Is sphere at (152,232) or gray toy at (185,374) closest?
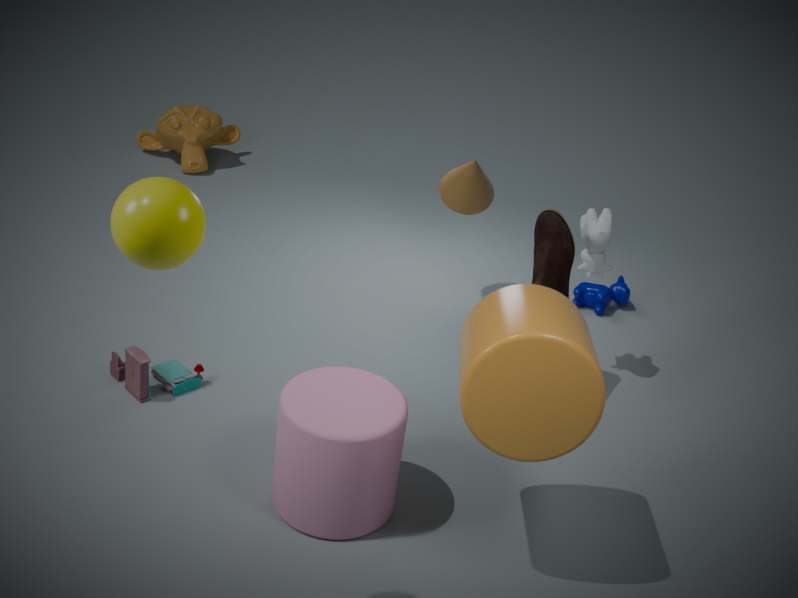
sphere at (152,232)
